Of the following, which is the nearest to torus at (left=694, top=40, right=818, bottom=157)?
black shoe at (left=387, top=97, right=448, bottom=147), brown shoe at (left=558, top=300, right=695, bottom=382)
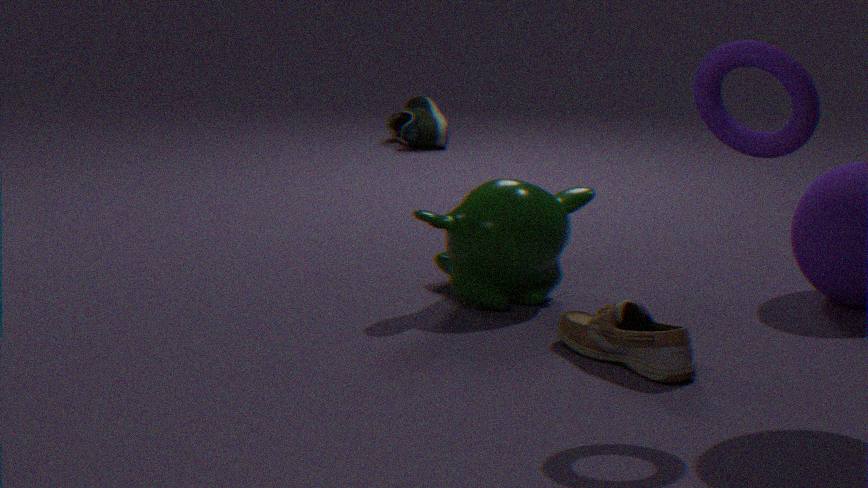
brown shoe at (left=558, top=300, right=695, bottom=382)
